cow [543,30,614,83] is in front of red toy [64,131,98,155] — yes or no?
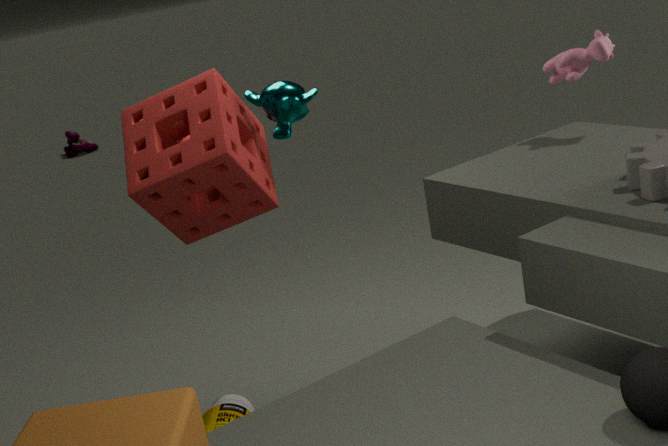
Yes
